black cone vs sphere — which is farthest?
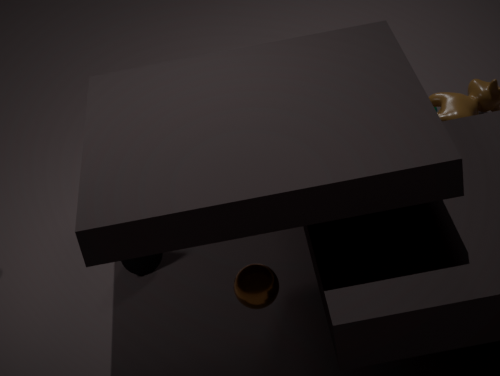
black cone
